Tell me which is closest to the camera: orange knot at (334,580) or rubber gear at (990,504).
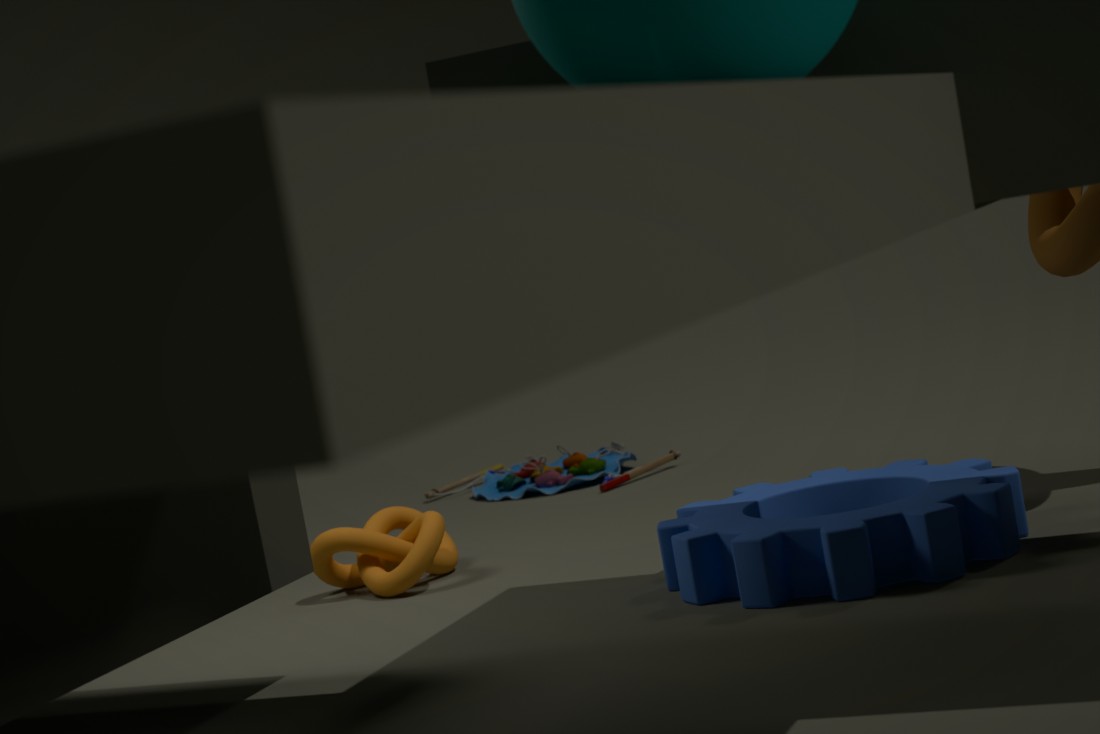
rubber gear at (990,504)
